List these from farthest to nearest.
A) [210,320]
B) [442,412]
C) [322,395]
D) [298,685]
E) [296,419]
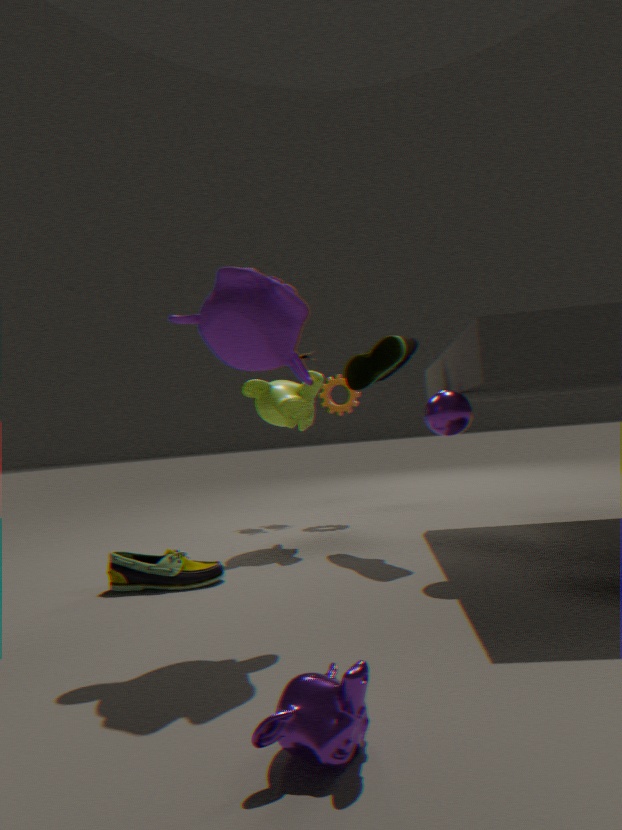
1. C. [322,395]
2. E. [296,419]
3. B. [442,412]
4. A. [210,320]
5. D. [298,685]
